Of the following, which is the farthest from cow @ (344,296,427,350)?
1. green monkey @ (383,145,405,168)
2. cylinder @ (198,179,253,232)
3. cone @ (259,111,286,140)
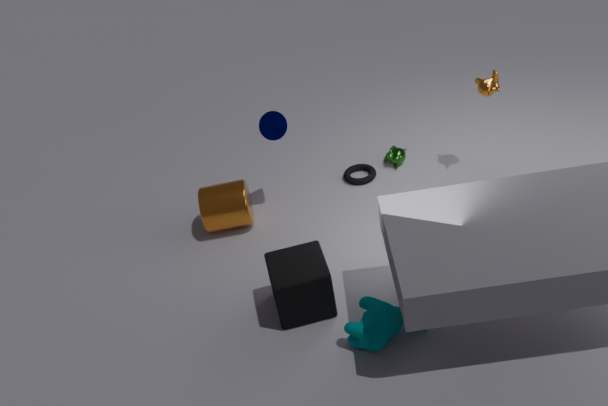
green monkey @ (383,145,405,168)
